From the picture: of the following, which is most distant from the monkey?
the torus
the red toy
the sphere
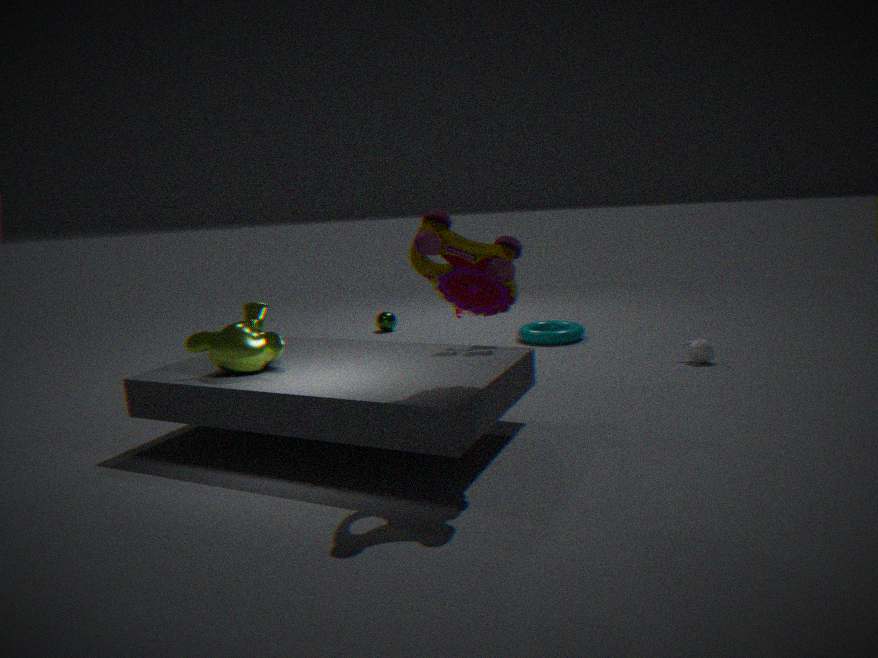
the sphere
